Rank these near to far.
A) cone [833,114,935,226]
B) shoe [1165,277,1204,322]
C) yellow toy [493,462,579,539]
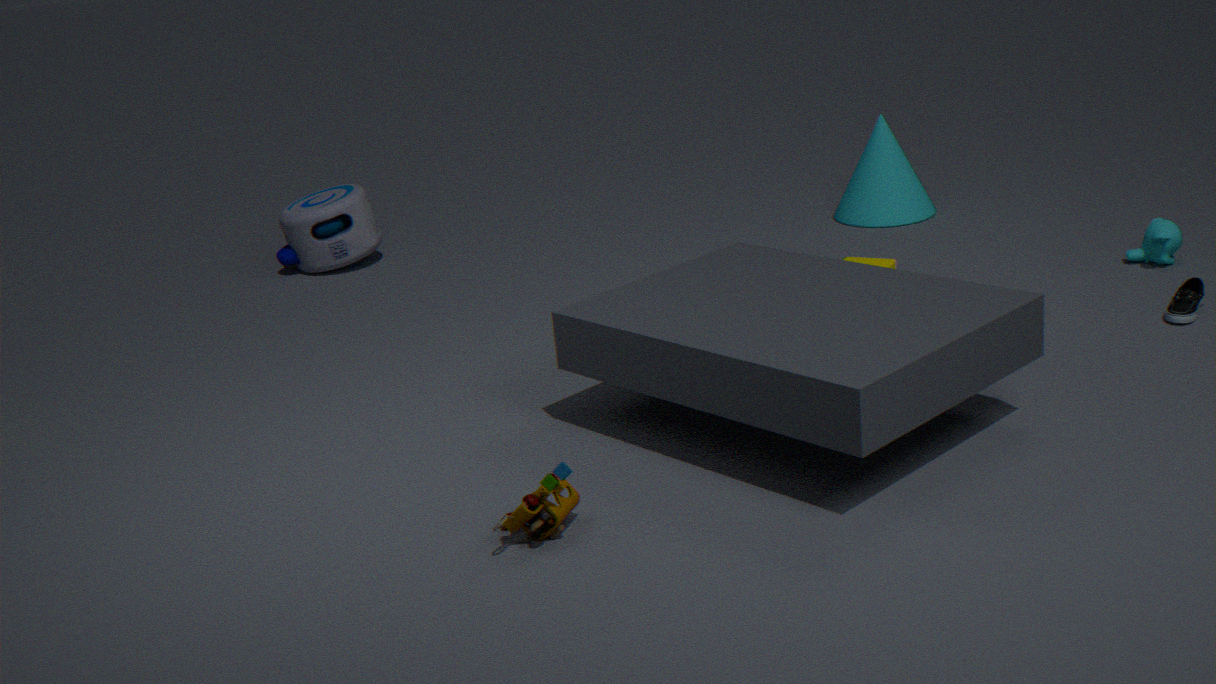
yellow toy [493,462,579,539]
shoe [1165,277,1204,322]
cone [833,114,935,226]
